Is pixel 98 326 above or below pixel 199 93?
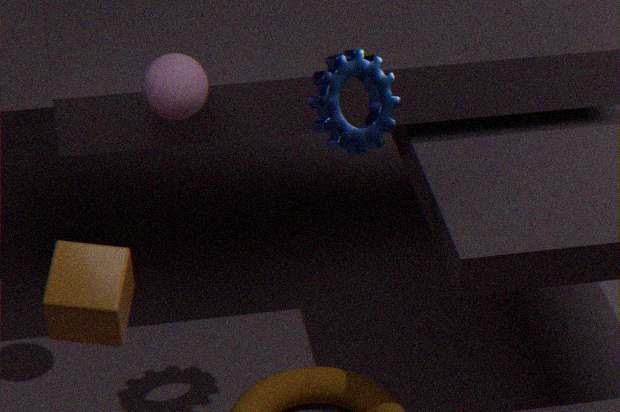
below
